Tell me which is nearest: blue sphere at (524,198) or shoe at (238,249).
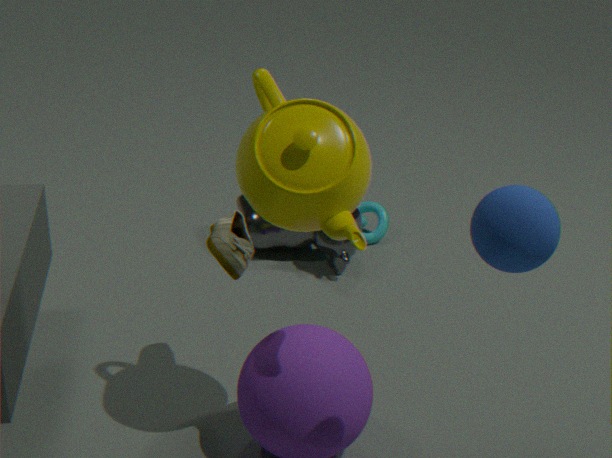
blue sphere at (524,198)
